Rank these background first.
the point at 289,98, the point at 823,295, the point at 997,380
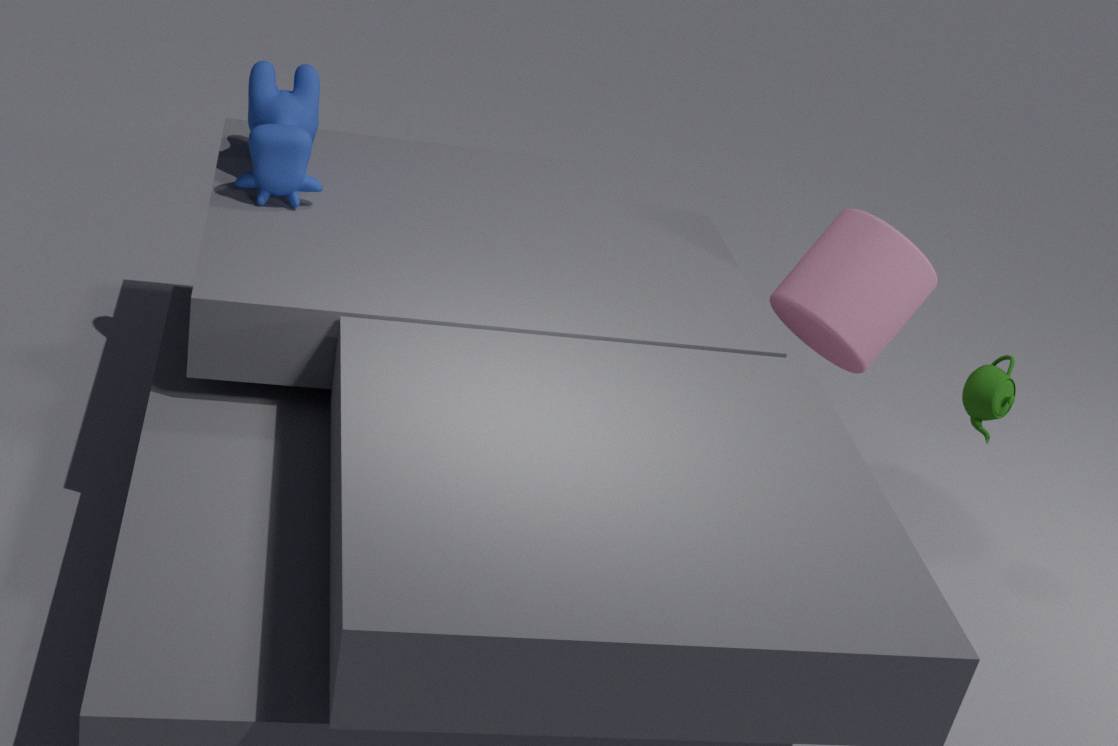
the point at 823,295, the point at 997,380, the point at 289,98
